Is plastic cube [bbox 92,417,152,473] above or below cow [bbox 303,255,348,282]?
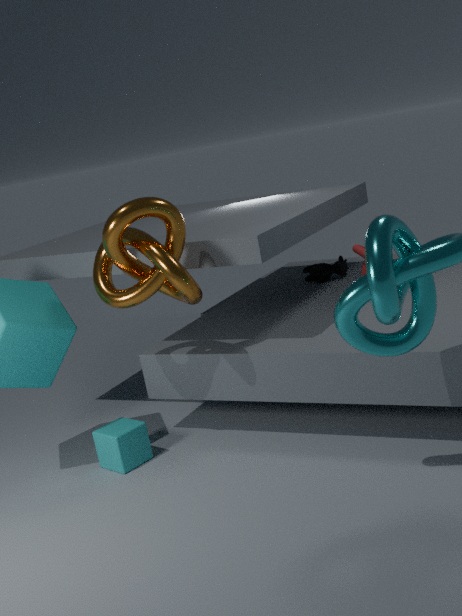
below
